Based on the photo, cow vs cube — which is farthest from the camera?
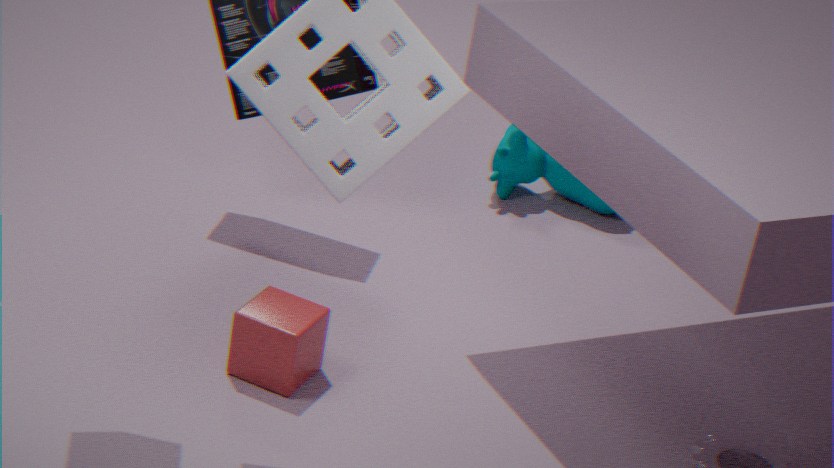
cow
